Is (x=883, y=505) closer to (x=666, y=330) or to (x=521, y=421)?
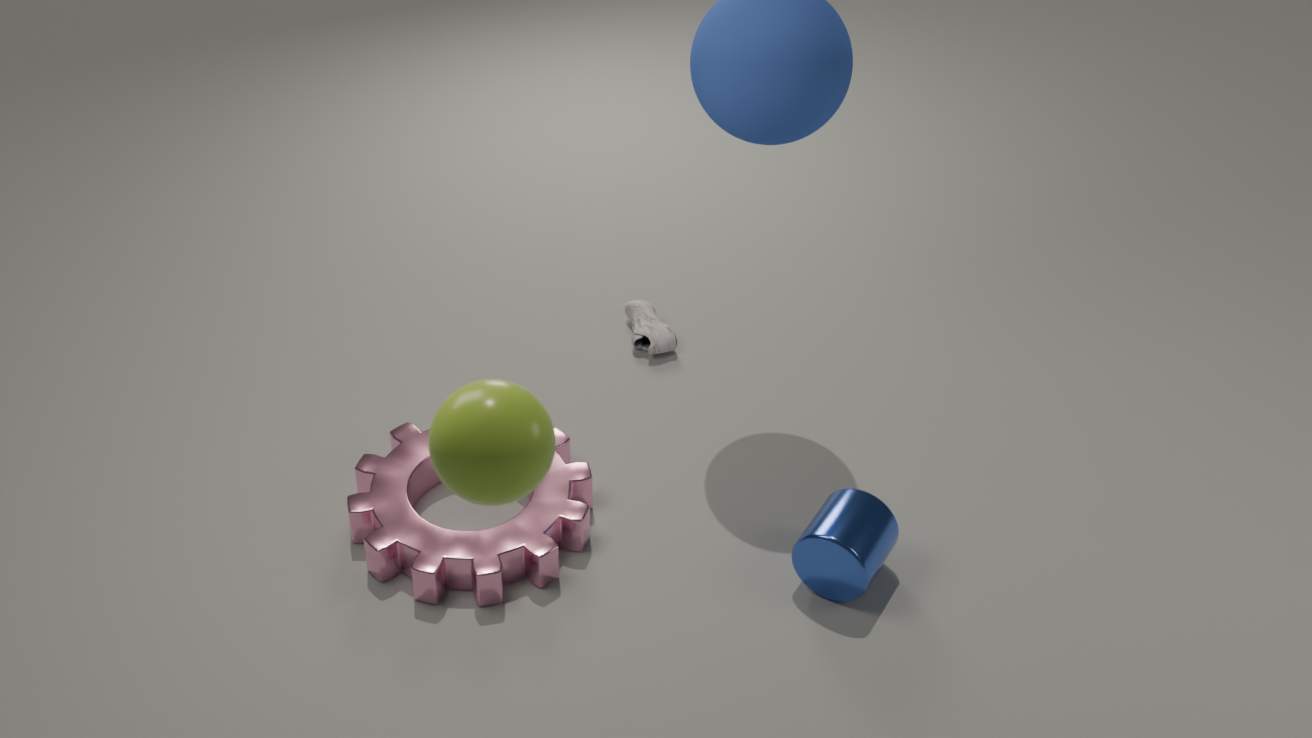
(x=666, y=330)
